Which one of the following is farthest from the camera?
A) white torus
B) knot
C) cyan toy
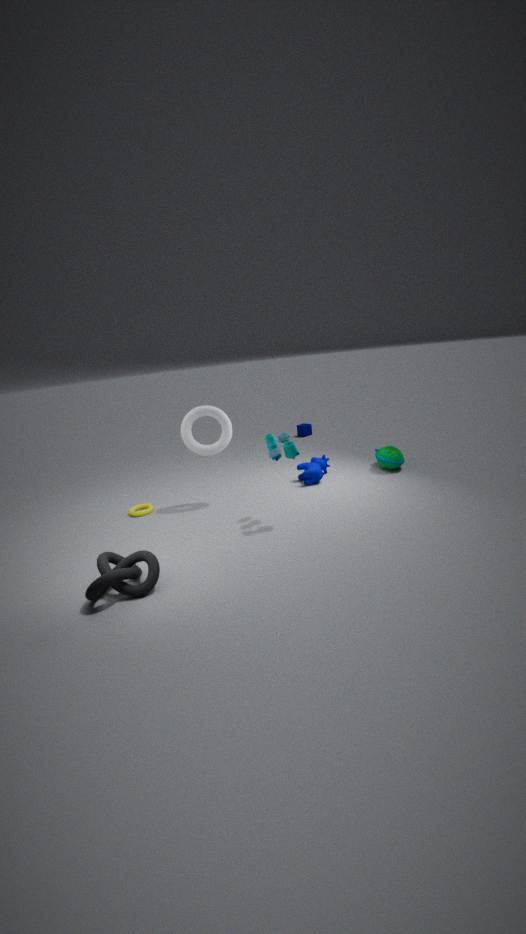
white torus
